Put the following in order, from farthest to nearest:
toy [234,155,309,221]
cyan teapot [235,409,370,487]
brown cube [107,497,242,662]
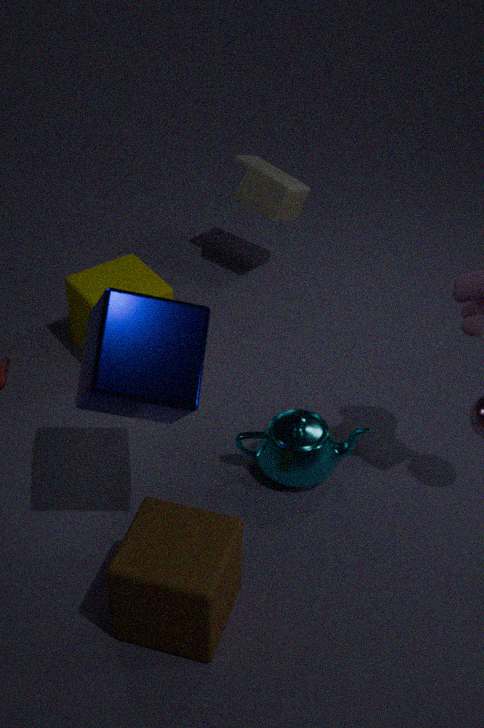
toy [234,155,309,221], cyan teapot [235,409,370,487], brown cube [107,497,242,662]
